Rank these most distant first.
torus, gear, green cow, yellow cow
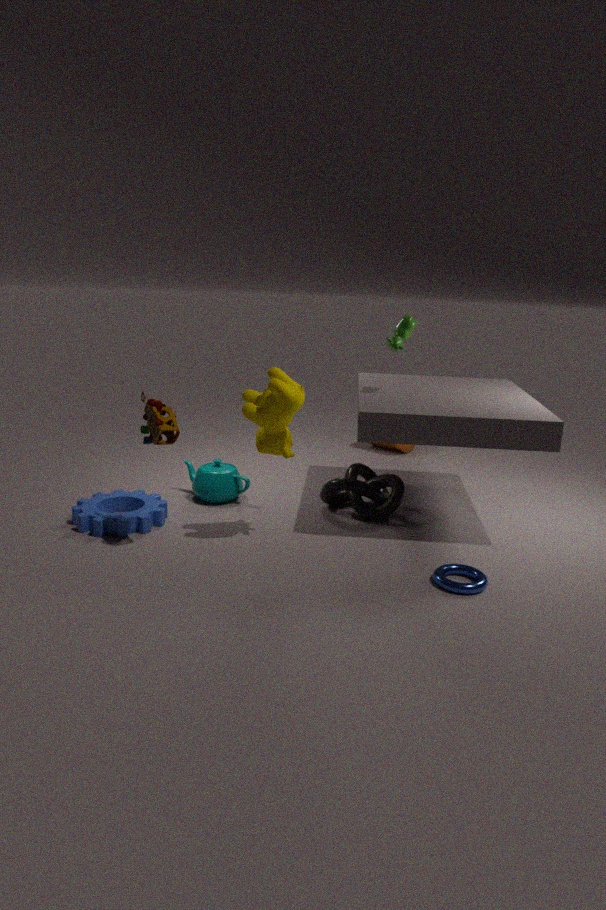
green cow
gear
yellow cow
torus
